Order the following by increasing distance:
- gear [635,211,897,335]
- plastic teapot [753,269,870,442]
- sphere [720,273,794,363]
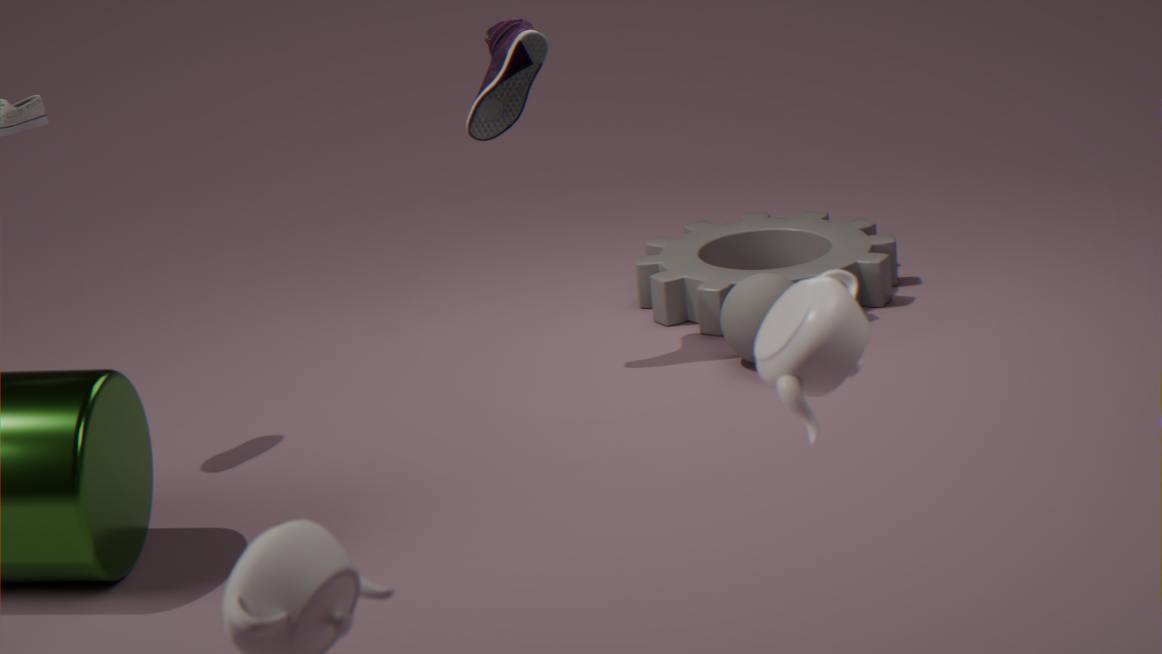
plastic teapot [753,269,870,442], sphere [720,273,794,363], gear [635,211,897,335]
